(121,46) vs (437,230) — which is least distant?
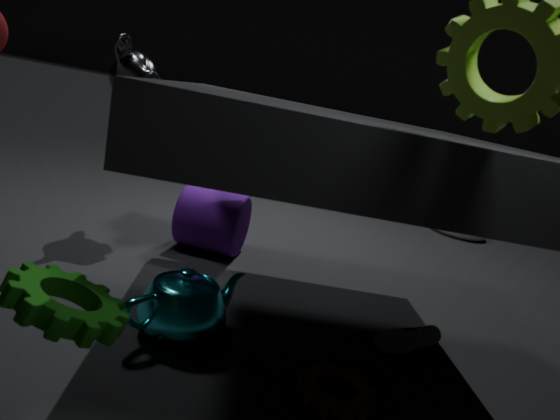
(121,46)
